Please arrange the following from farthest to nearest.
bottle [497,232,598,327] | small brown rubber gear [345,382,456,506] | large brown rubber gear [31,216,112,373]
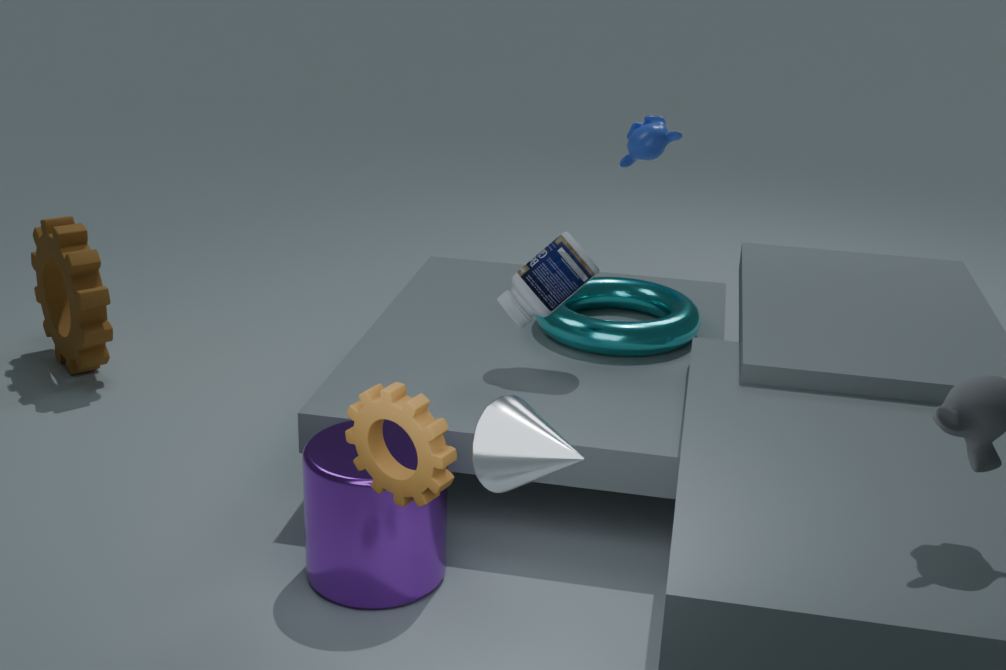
large brown rubber gear [31,216,112,373] < bottle [497,232,598,327] < small brown rubber gear [345,382,456,506]
